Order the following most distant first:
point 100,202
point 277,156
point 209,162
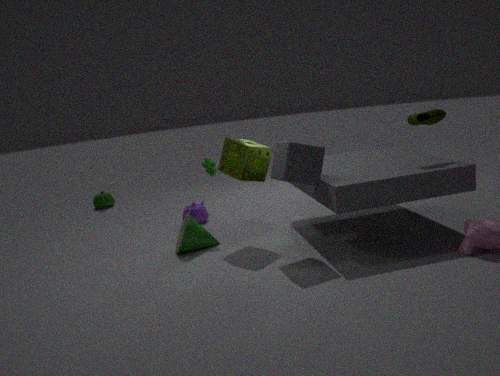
point 100,202 < point 209,162 < point 277,156
